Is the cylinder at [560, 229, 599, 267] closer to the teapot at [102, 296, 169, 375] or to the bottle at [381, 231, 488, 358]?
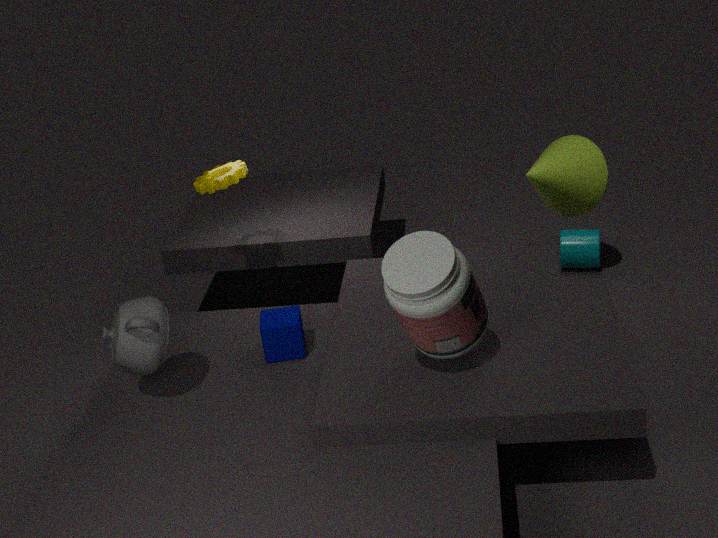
the bottle at [381, 231, 488, 358]
